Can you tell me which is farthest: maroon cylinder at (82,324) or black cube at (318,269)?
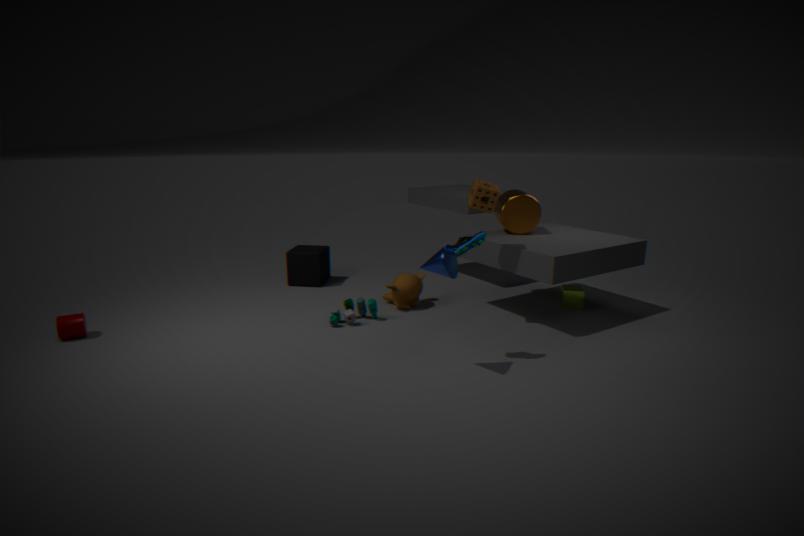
black cube at (318,269)
